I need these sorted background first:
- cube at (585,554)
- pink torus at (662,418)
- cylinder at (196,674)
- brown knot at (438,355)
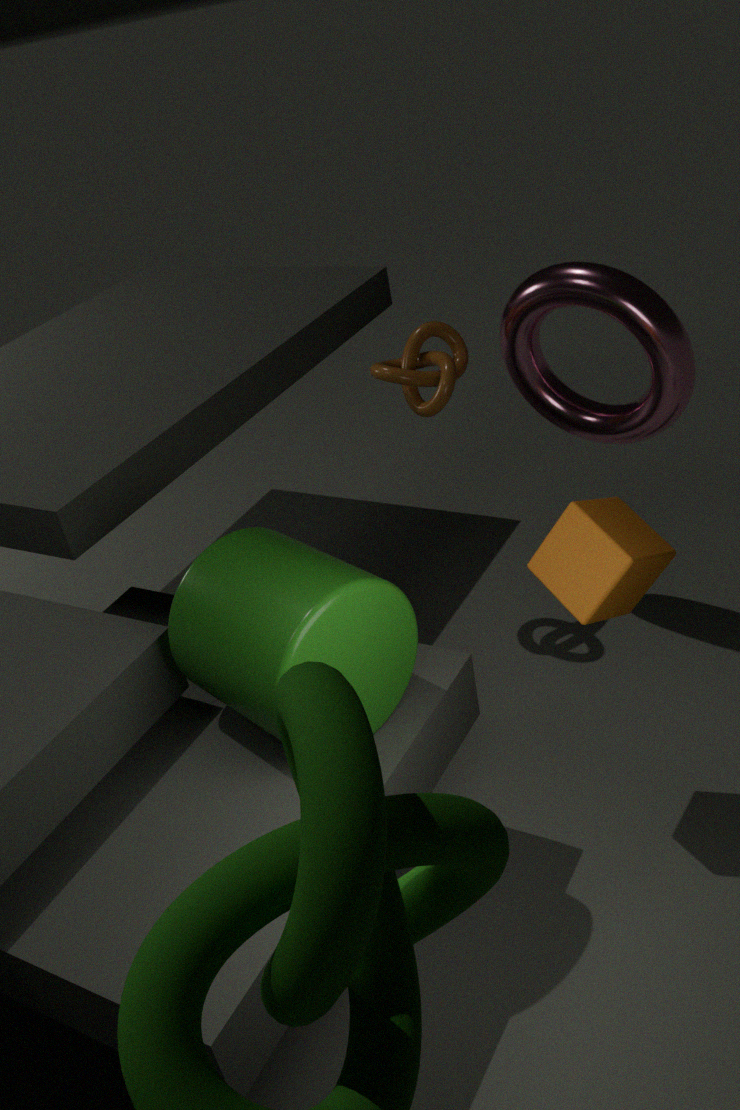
brown knot at (438,355)
pink torus at (662,418)
cube at (585,554)
cylinder at (196,674)
